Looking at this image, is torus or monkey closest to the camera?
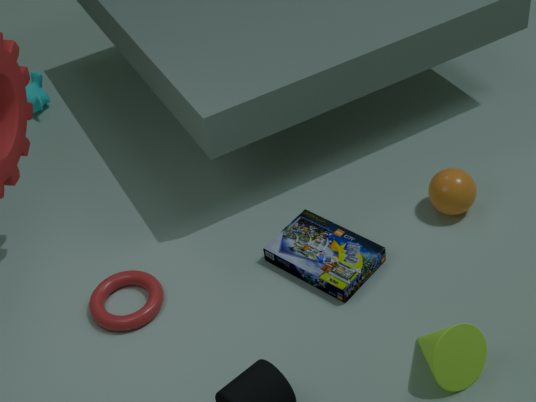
torus
